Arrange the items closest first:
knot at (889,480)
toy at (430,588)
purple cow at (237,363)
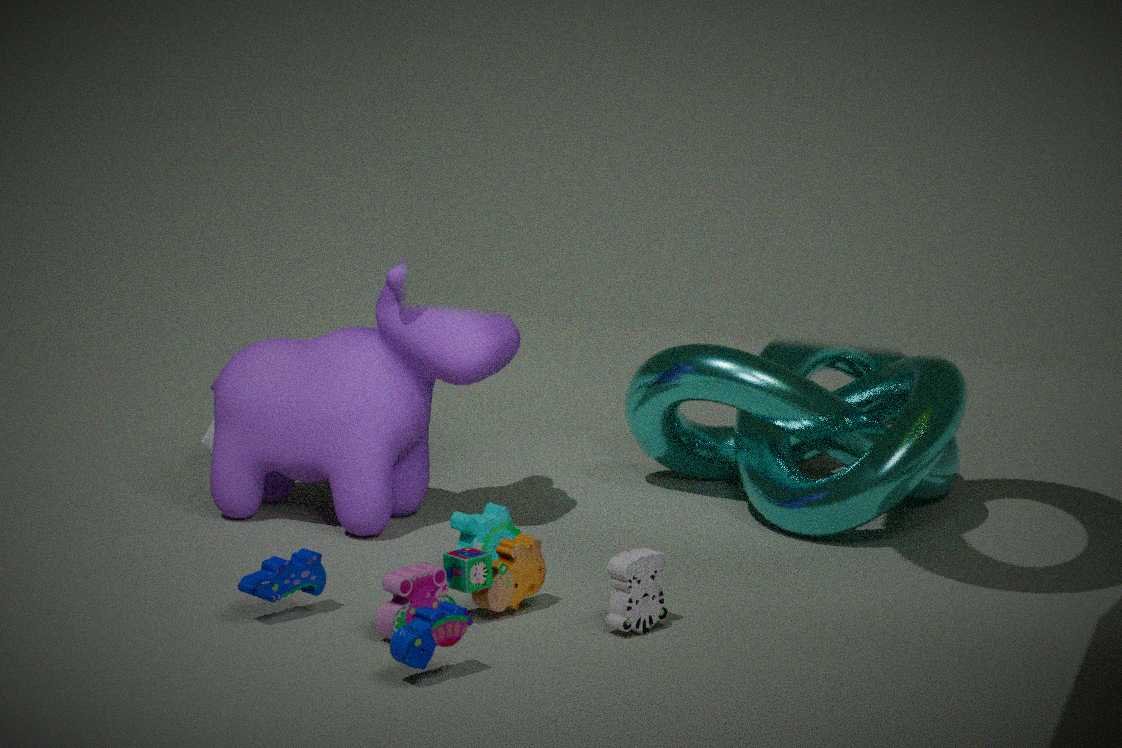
toy at (430,588), purple cow at (237,363), knot at (889,480)
